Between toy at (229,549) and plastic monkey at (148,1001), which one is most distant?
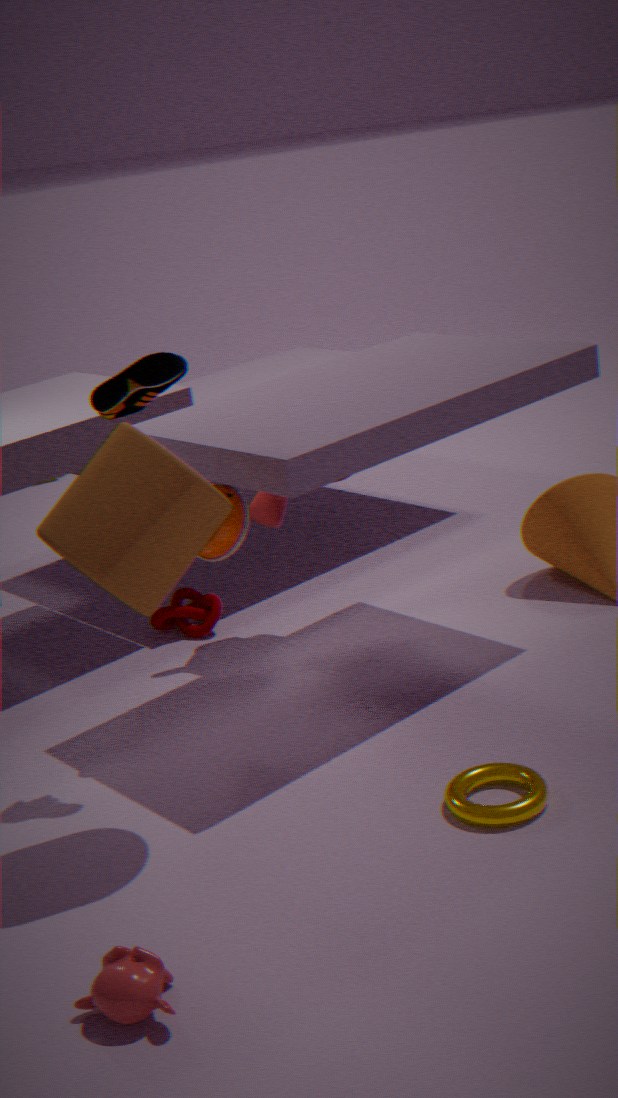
toy at (229,549)
